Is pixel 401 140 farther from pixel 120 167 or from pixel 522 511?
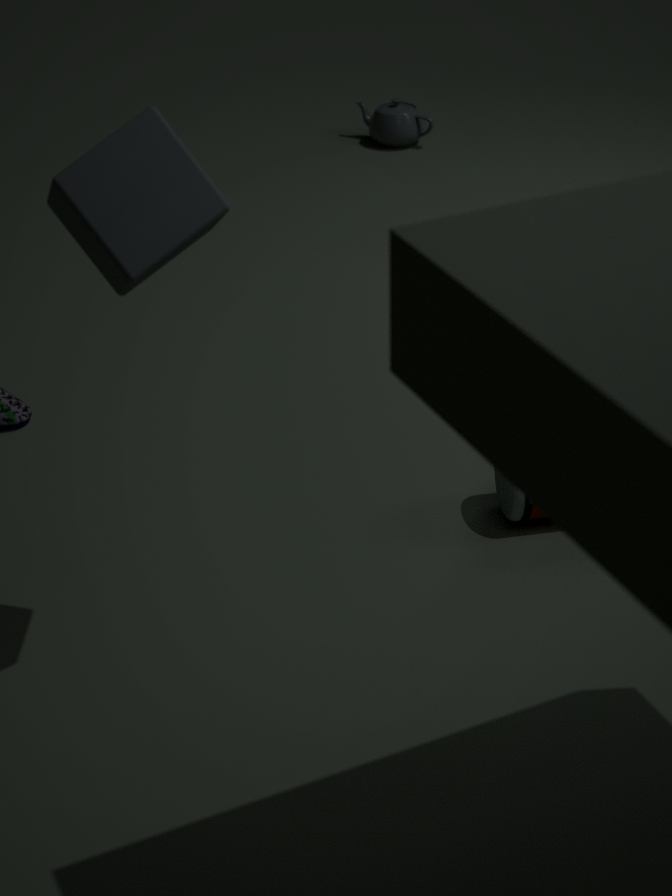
pixel 120 167
